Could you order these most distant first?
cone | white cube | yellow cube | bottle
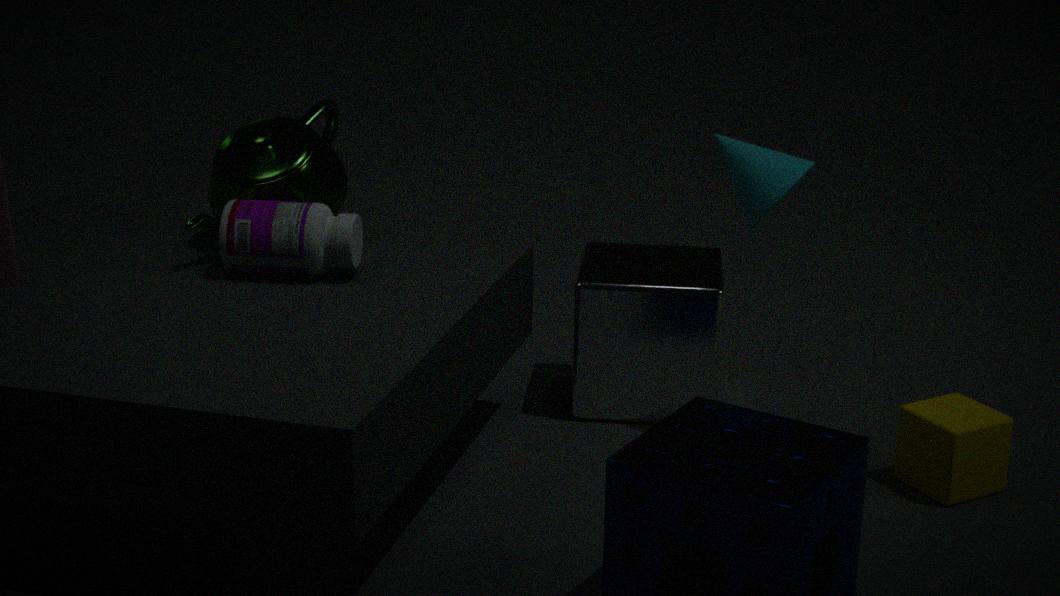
white cube, cone, bottle, yellow cube
